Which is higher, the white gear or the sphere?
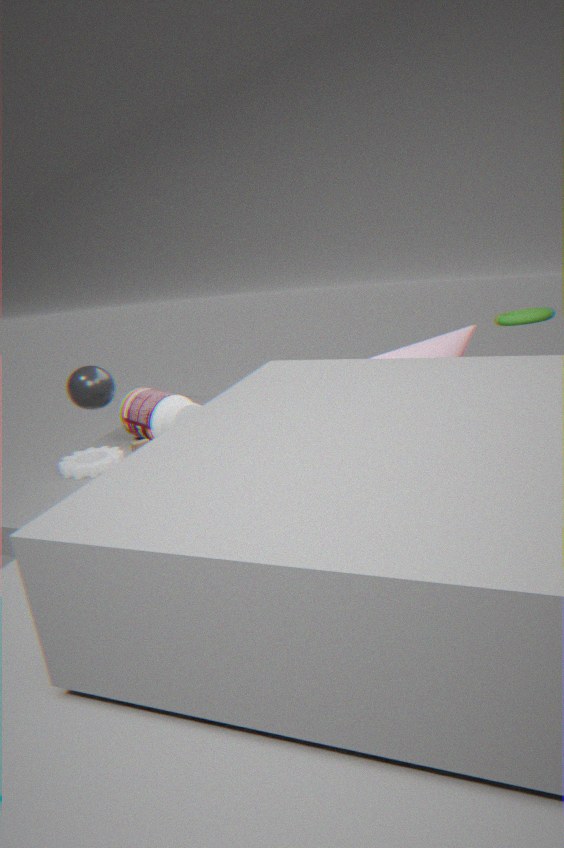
the sphere
